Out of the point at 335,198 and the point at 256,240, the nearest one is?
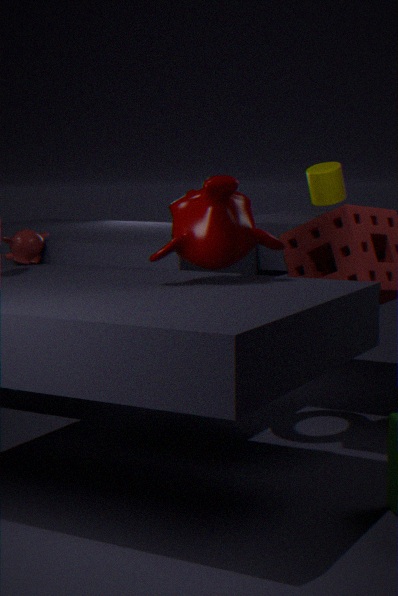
the point at 256,240
